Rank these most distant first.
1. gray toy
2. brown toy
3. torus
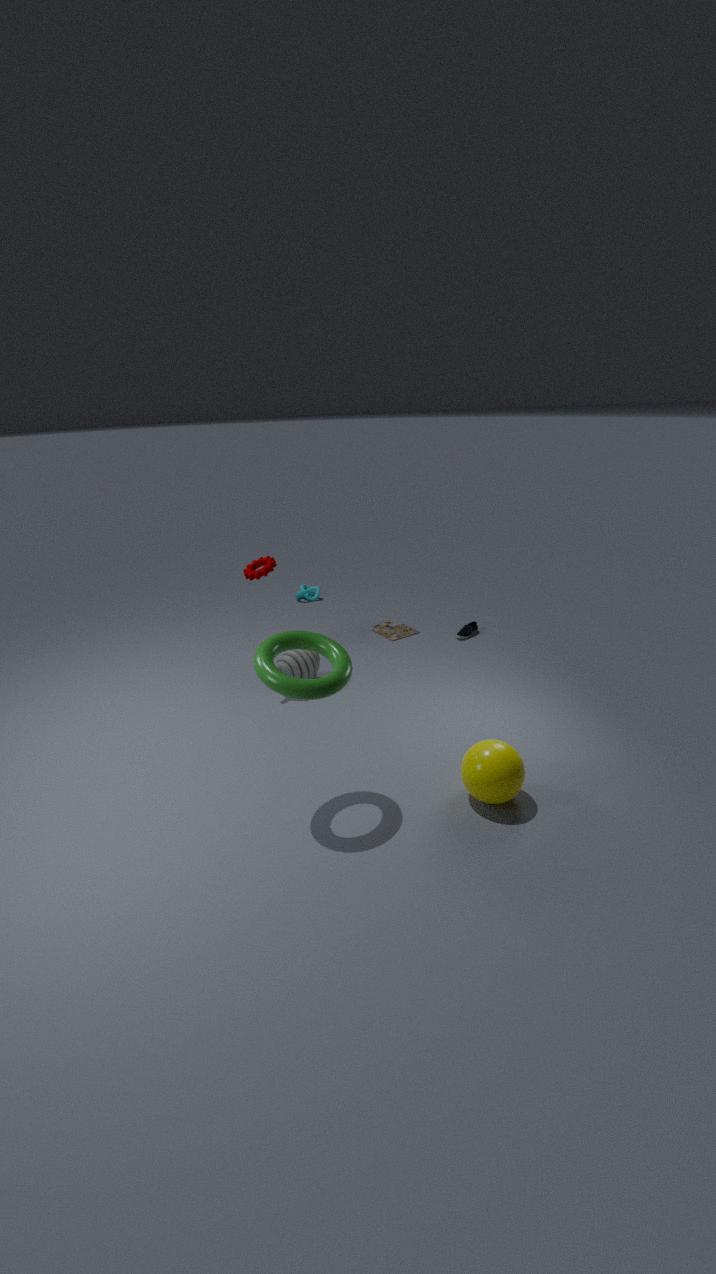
brown toy
gray toy
torus
